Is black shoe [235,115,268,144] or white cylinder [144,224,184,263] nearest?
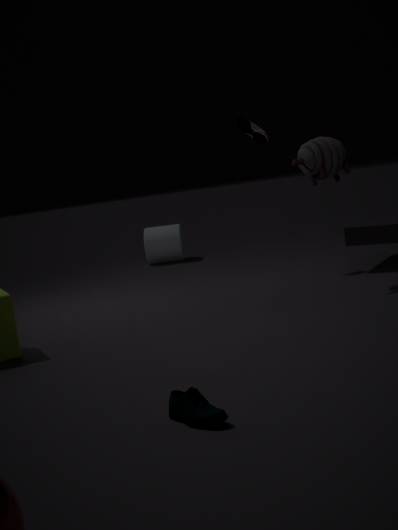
black shoe [235,115,268,144]
